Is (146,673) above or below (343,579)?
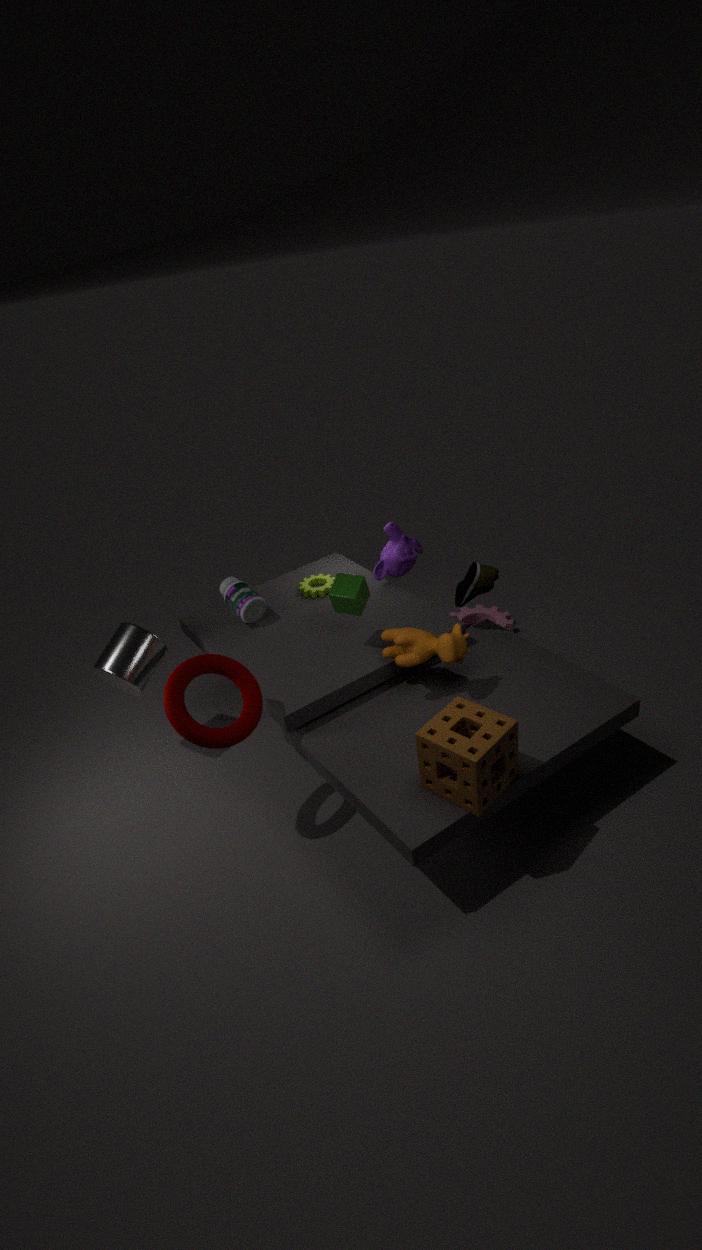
below
